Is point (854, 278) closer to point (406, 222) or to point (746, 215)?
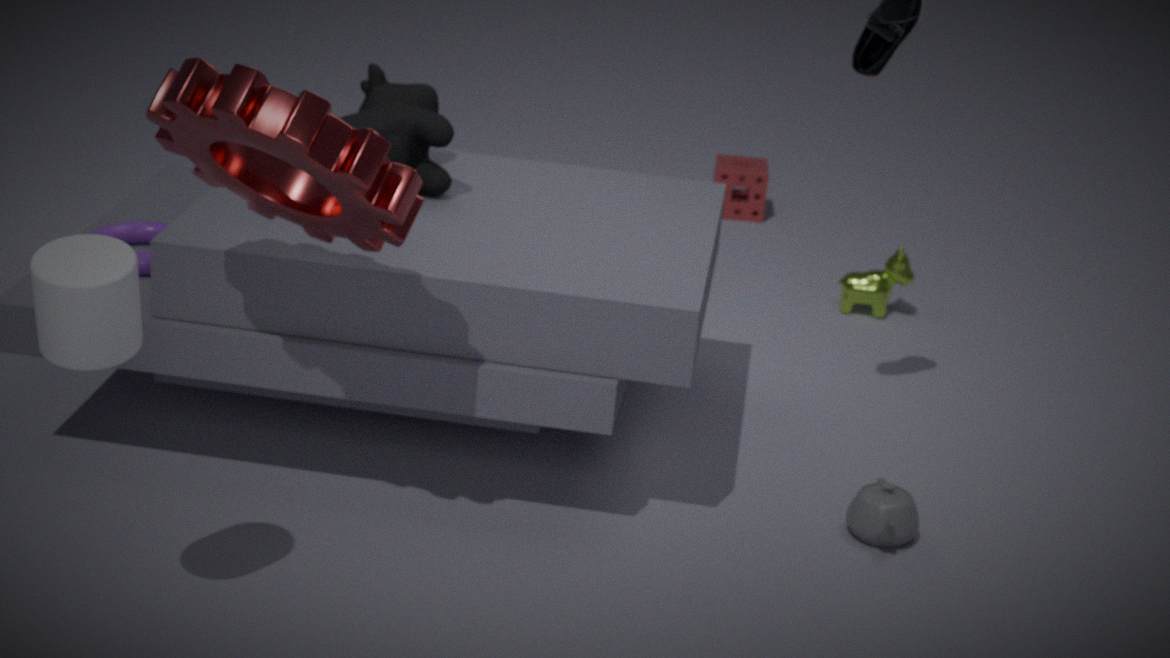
point (746, 215)
